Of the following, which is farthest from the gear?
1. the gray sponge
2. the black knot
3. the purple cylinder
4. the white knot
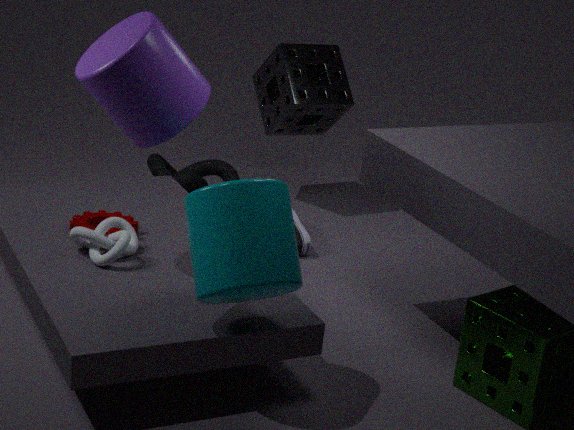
the gray sponge
